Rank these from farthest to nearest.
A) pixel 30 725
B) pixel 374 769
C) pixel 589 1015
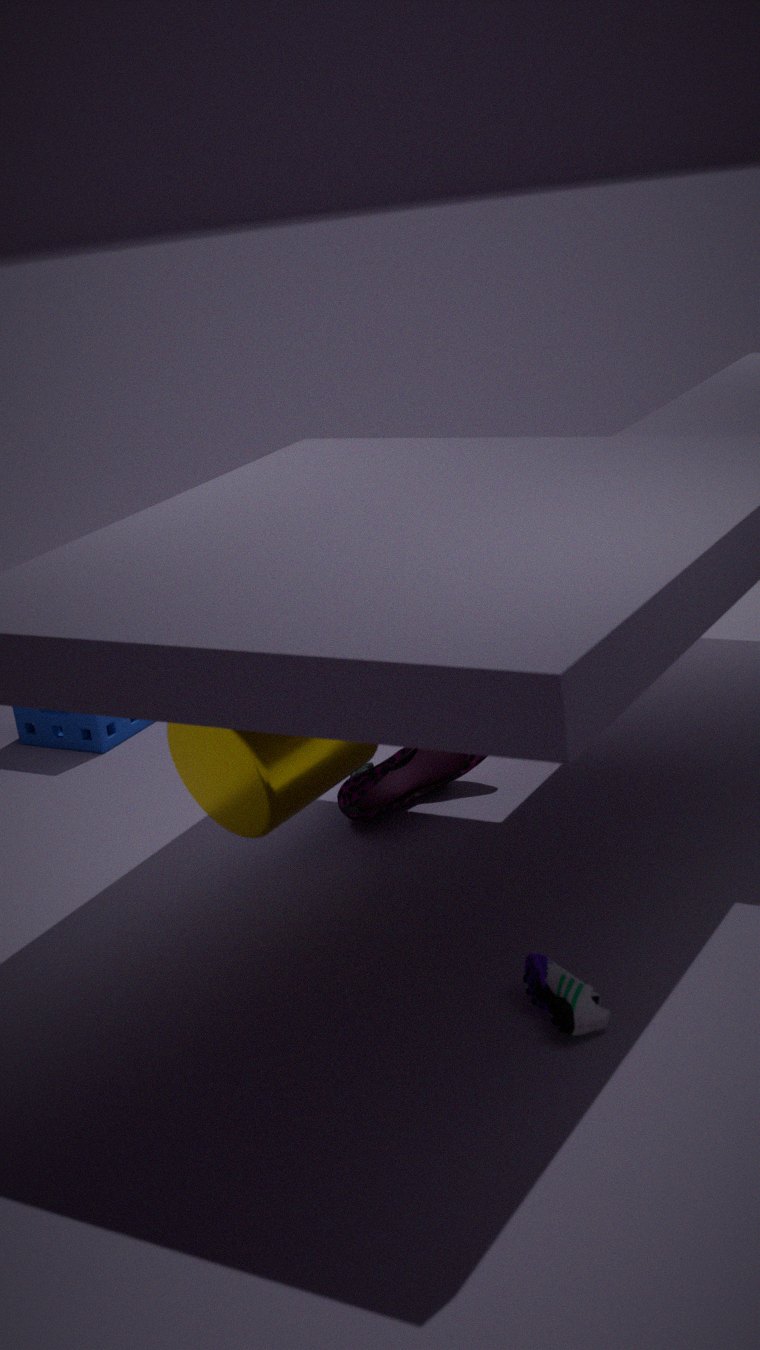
pixel 30 725 → pixel 374 769 → pixel 589 1015
